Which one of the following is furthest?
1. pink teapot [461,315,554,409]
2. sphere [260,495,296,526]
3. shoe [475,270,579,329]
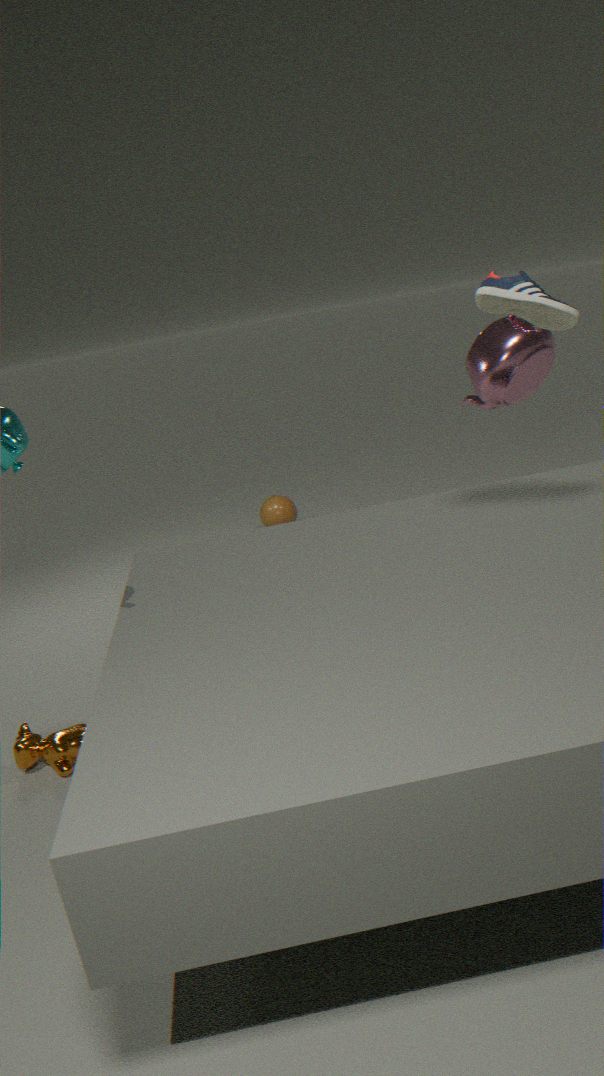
sphere [260,495,296,526]
